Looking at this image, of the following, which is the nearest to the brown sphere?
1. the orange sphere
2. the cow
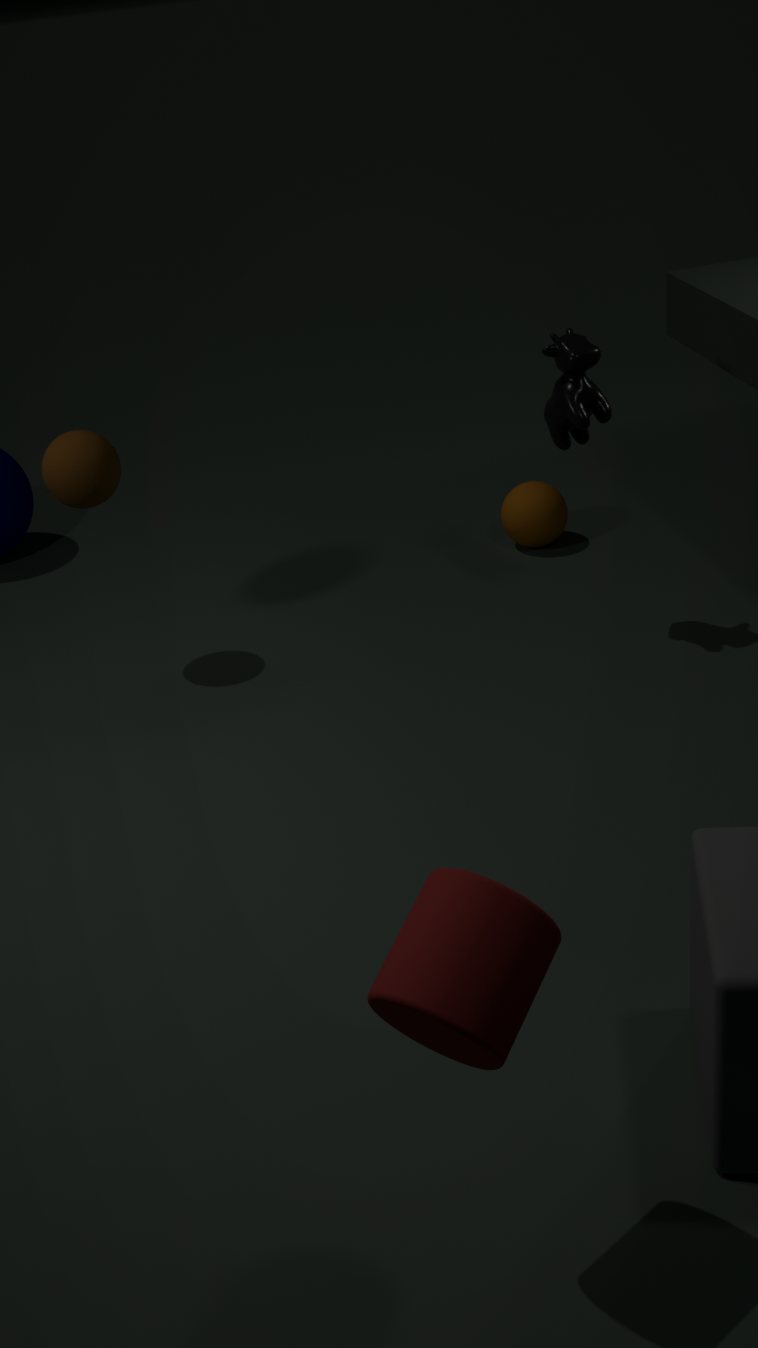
the cow
